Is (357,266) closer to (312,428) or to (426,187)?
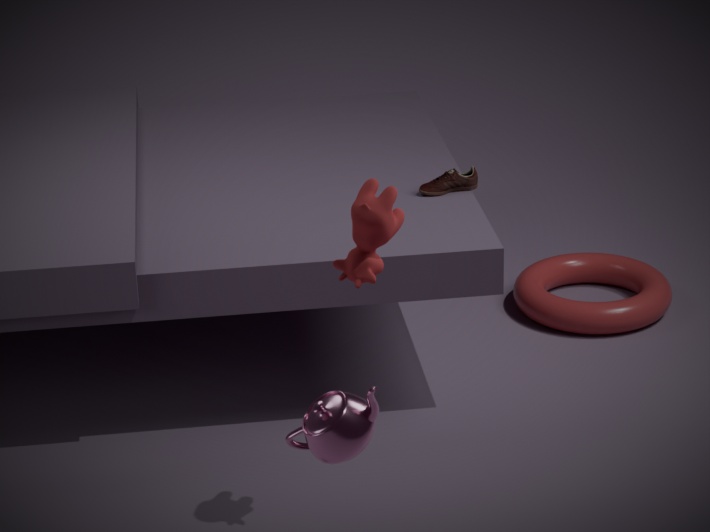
(312,428)
